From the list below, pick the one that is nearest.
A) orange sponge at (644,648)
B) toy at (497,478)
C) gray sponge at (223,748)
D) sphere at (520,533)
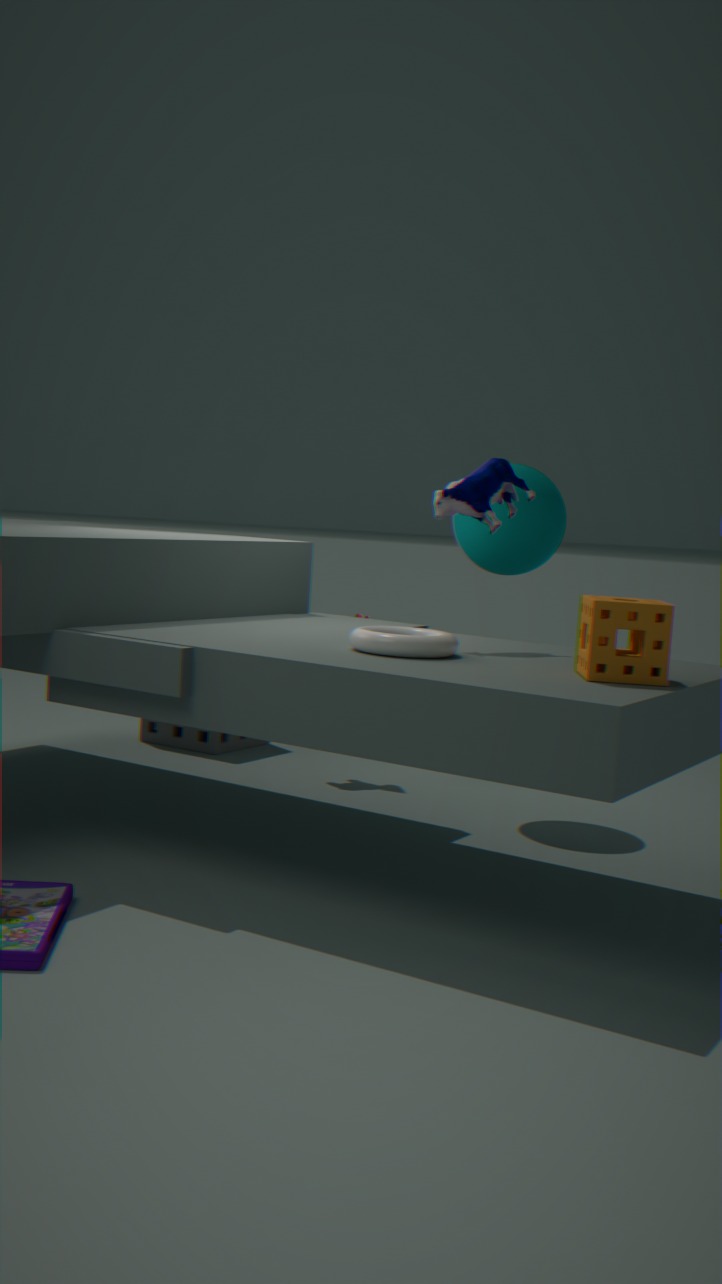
orange sponge at (644,648)
